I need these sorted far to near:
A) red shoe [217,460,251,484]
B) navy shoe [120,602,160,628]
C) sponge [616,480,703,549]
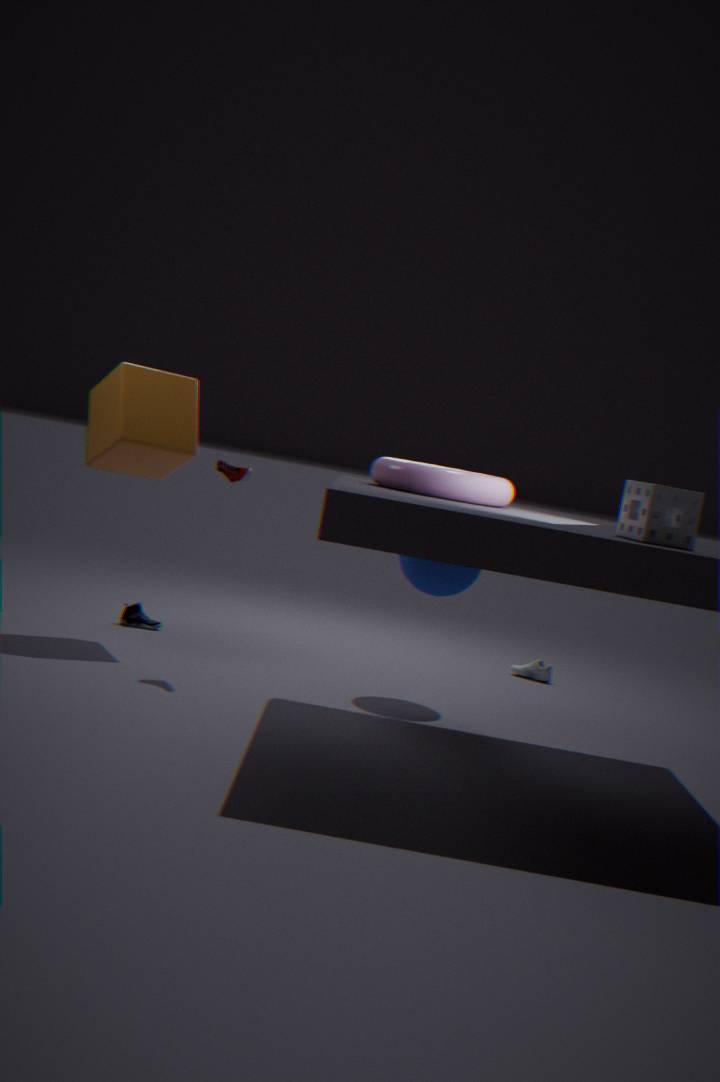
navy shoe [120,602,160,628]
red shoe [217,460,251,484]
sponge [616,480,703,549]
